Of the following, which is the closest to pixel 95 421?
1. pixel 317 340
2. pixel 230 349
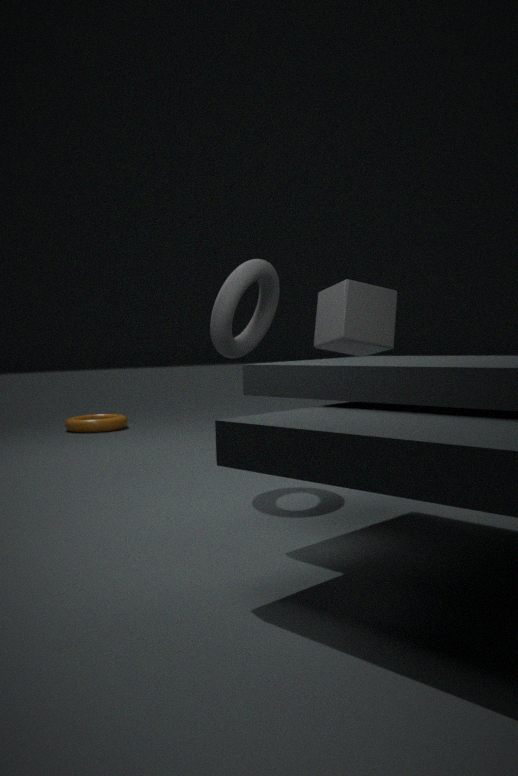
pixel 317 340
